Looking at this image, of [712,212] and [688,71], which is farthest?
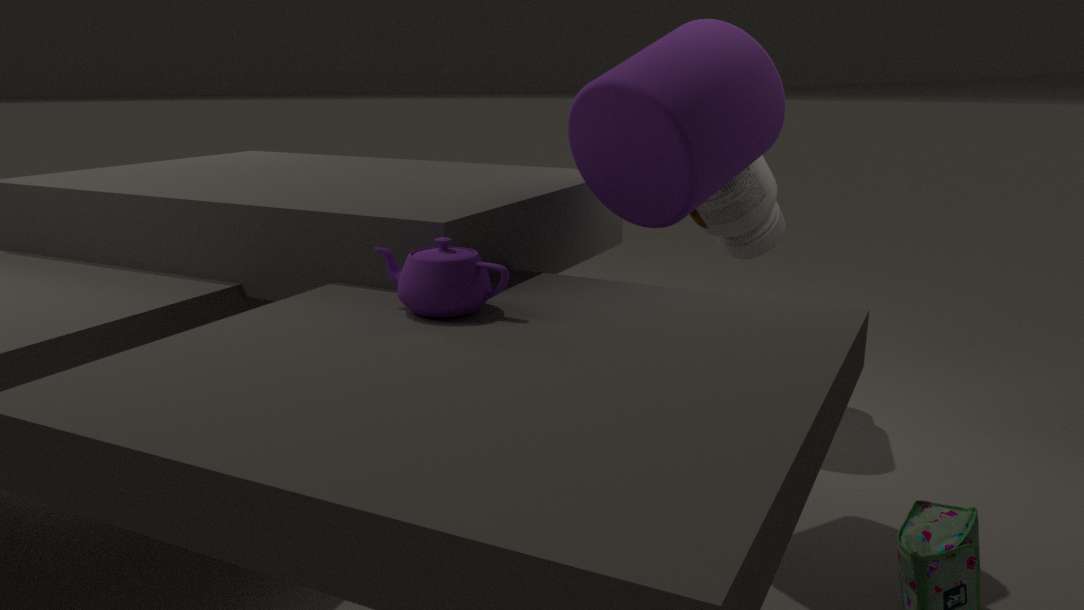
[712,212]
